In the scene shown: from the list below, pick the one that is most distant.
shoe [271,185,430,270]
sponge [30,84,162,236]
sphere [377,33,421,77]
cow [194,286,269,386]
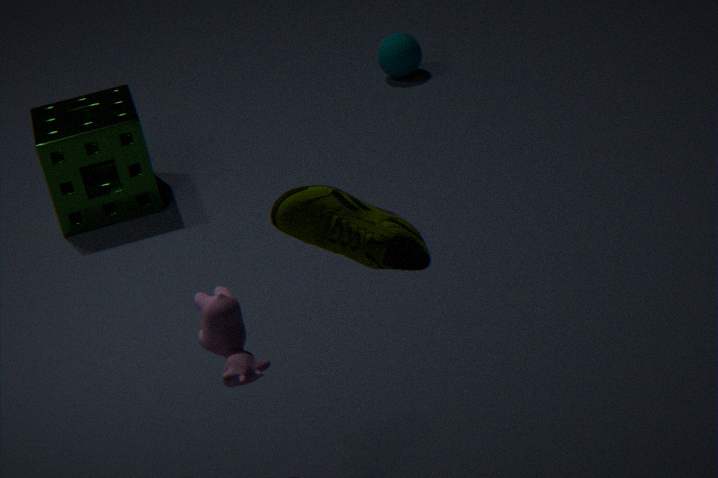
sphere [377,33,421,77]
